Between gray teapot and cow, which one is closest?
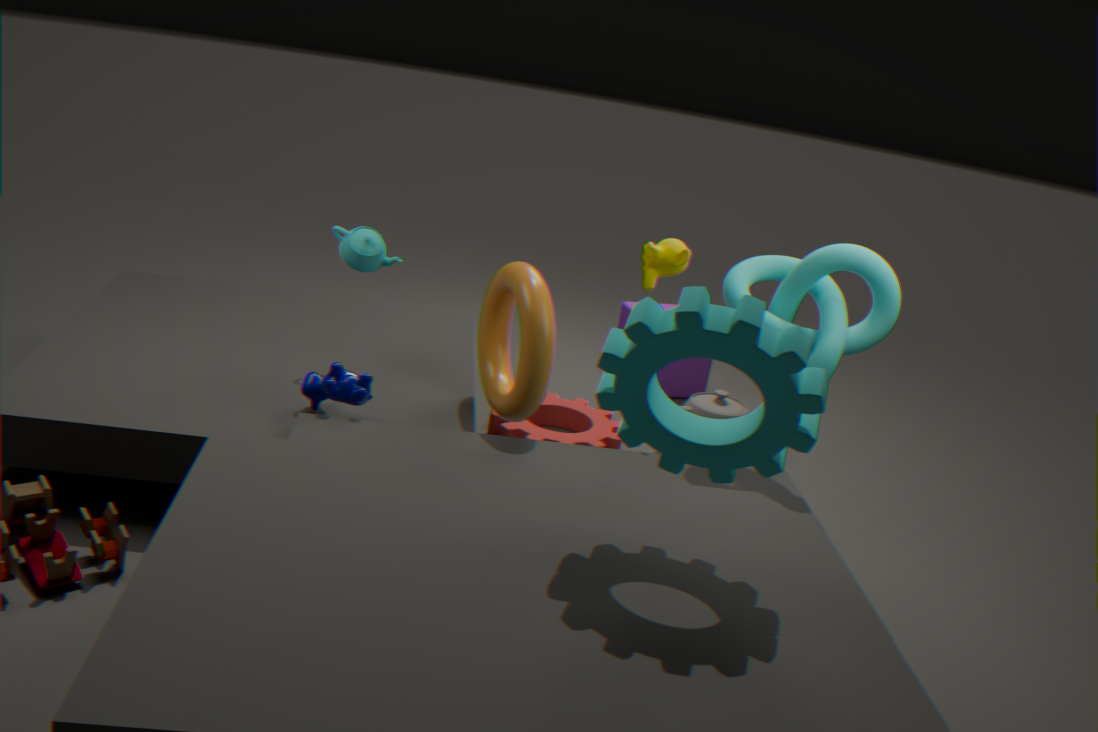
cow
